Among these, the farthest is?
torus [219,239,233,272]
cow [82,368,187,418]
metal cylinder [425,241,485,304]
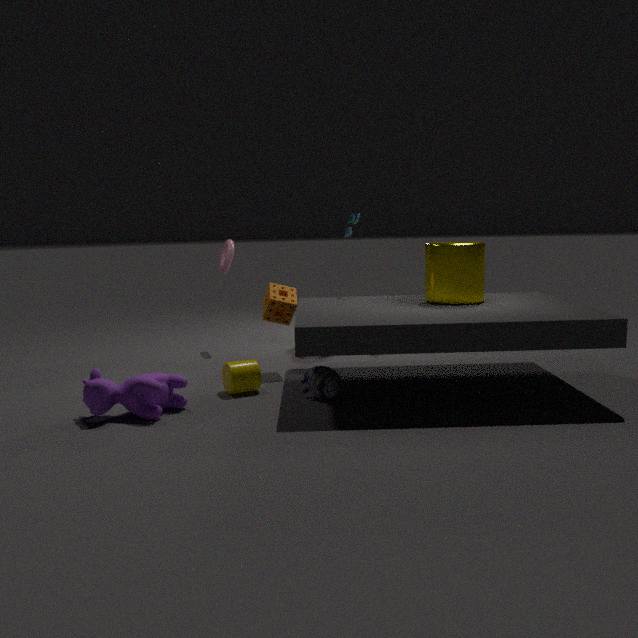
torus [219,239,233,272]
